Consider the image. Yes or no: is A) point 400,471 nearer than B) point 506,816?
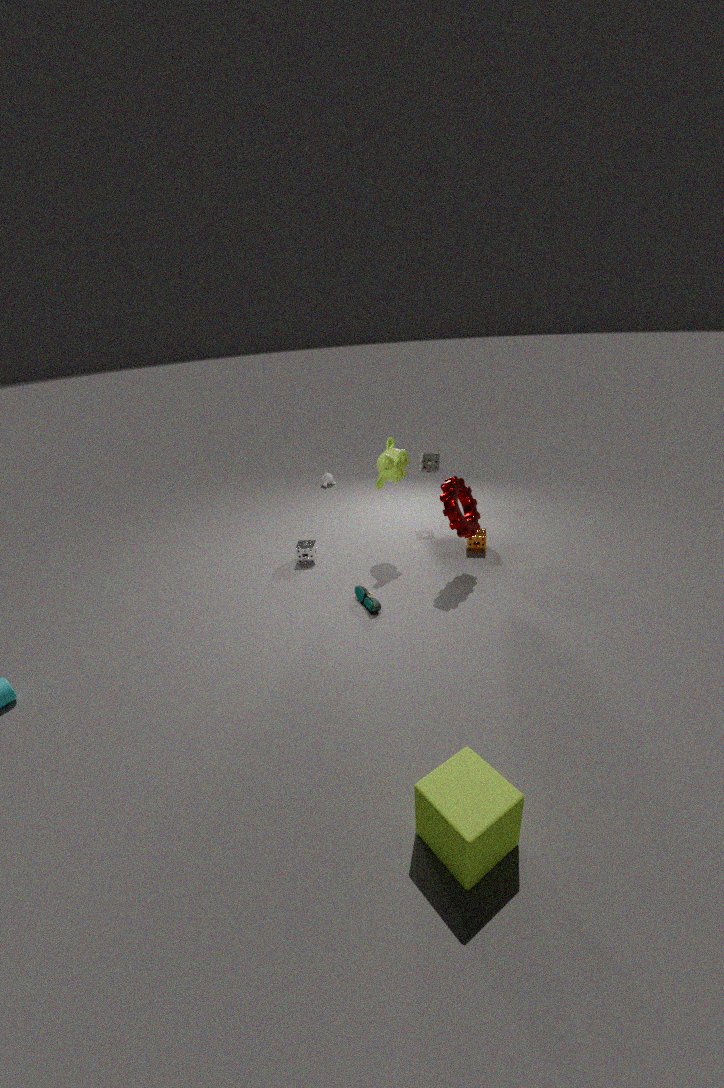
No
